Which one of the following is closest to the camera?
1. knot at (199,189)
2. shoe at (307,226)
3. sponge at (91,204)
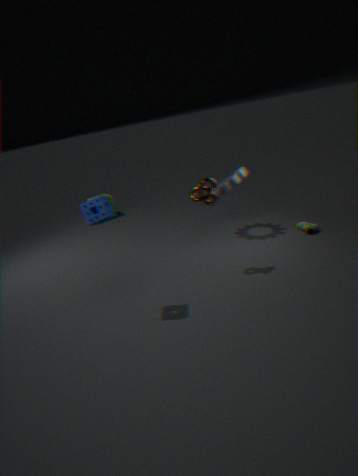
sponge at (91,204)
